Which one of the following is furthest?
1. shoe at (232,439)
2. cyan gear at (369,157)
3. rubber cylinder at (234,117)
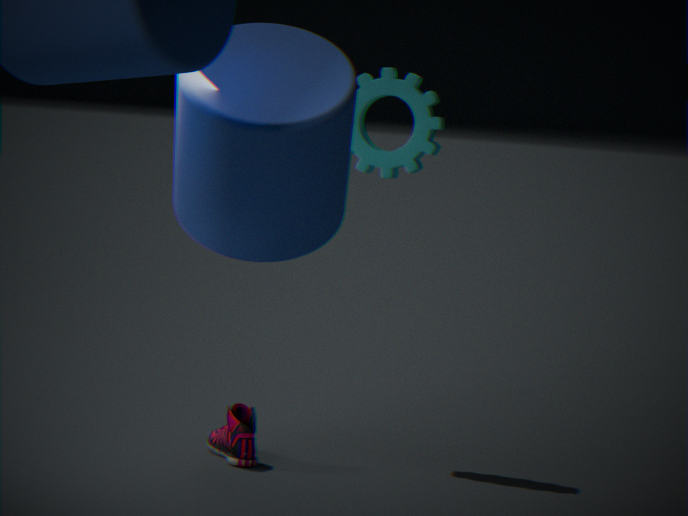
cyan gear at (369,157)
